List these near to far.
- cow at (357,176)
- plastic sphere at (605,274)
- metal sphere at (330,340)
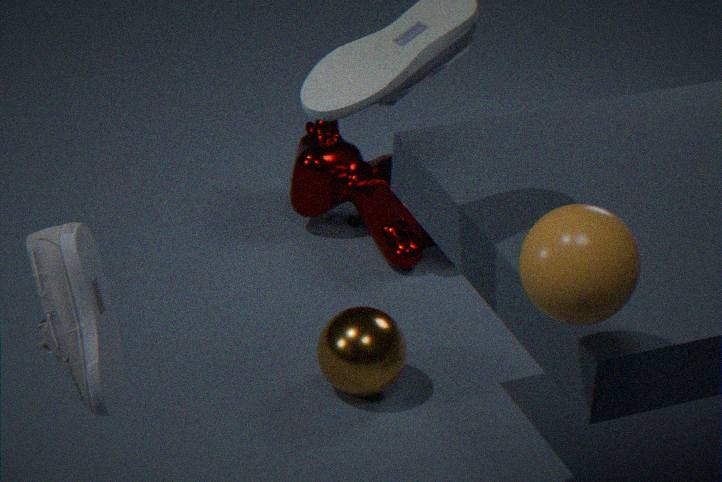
plastic sphere at (605,274) < metal sphere at (330,340) < cow at (357,176)
